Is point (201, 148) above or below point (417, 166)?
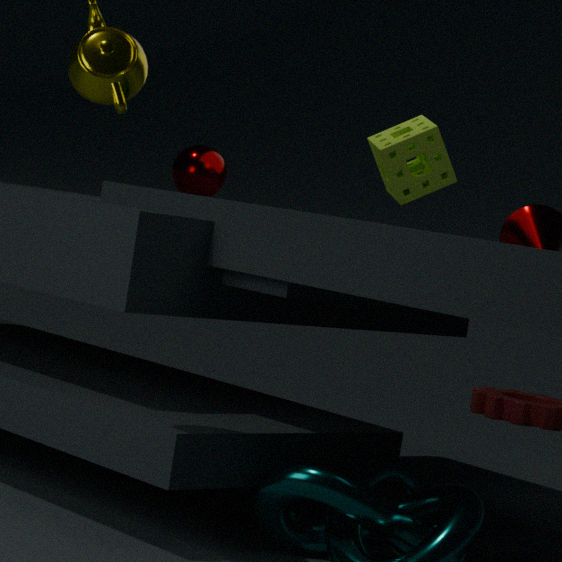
below
